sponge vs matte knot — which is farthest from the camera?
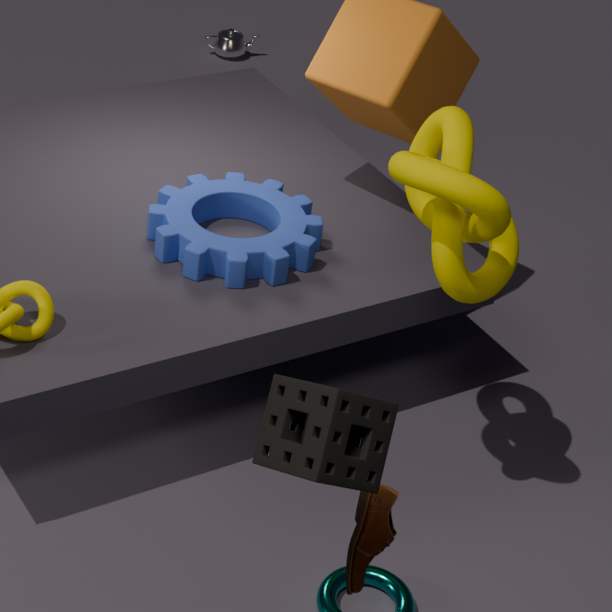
matte knot
